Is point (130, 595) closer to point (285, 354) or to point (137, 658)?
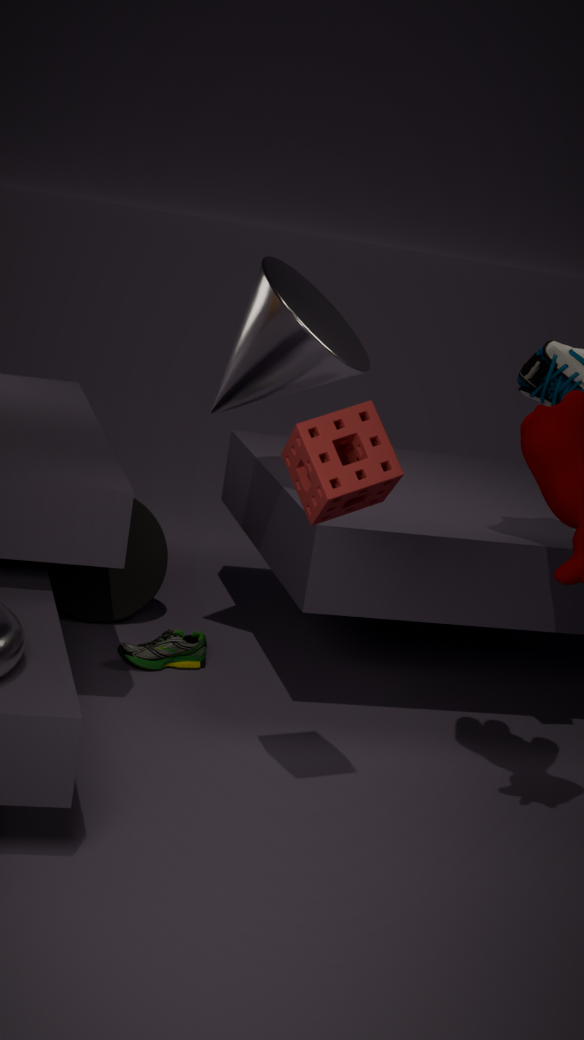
point (137, 658)
